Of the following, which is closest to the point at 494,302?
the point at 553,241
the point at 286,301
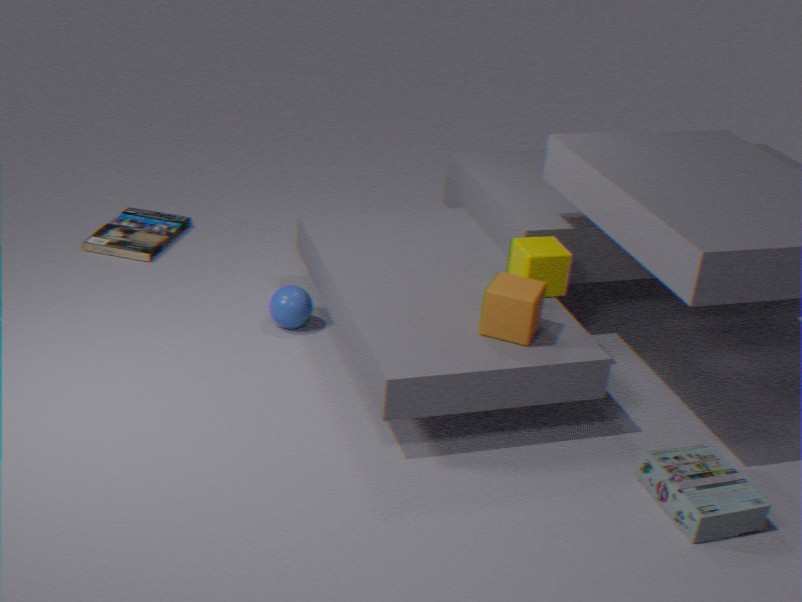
the point at 553,241
